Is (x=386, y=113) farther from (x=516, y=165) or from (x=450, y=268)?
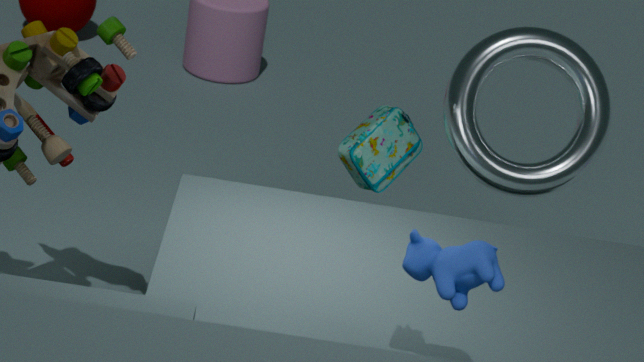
(x=450, y=268)
